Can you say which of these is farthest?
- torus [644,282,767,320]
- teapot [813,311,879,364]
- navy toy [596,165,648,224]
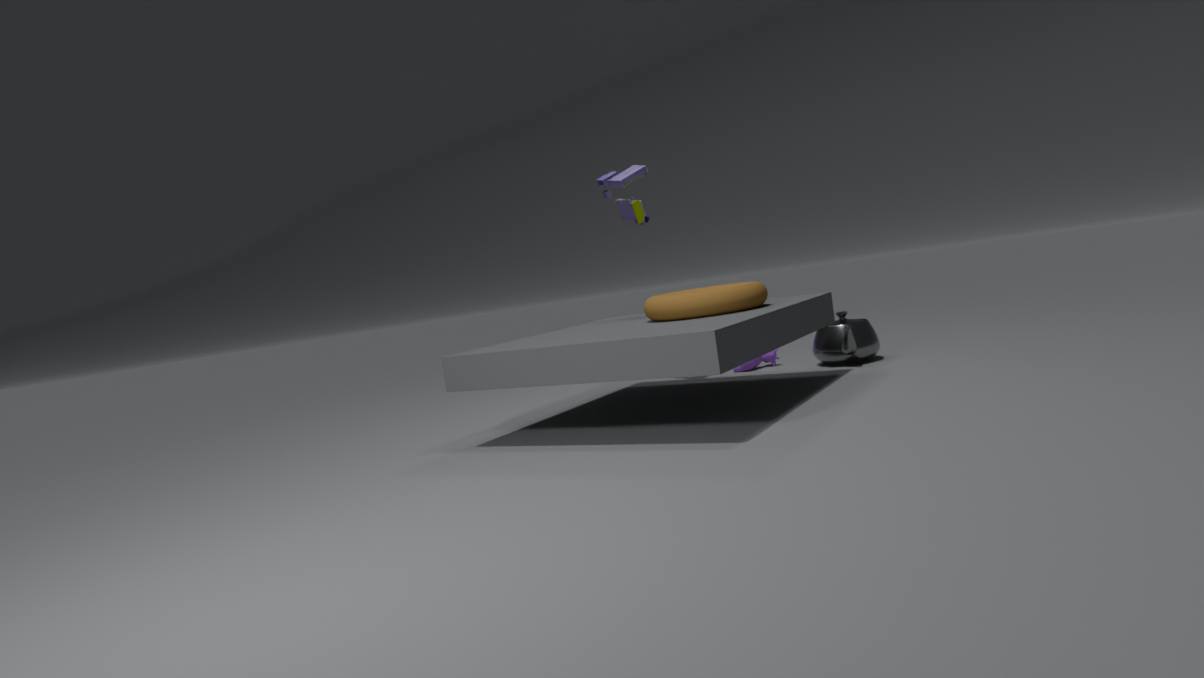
navy toy [596,165,648,224]
